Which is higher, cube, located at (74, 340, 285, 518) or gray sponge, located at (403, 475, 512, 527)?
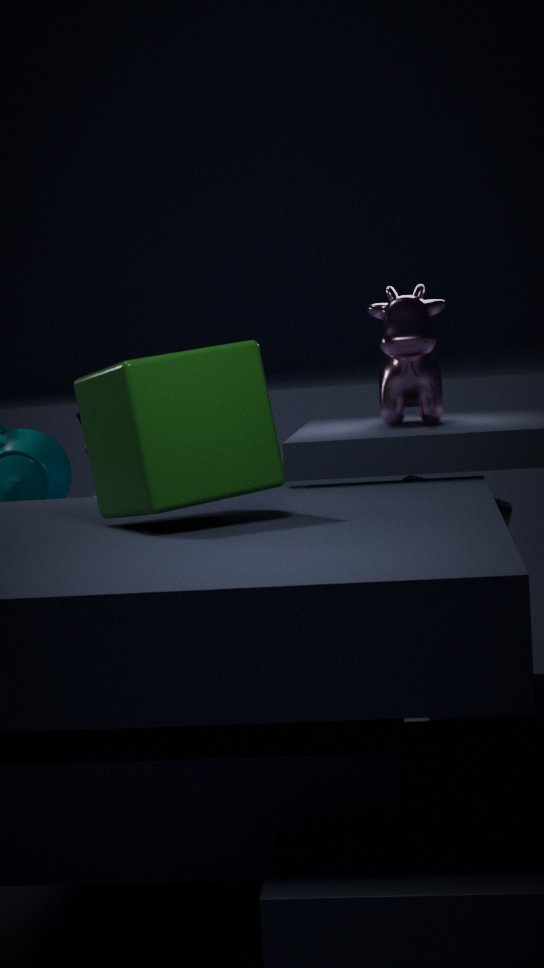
cube, located at (74, 340, 285, 518)
